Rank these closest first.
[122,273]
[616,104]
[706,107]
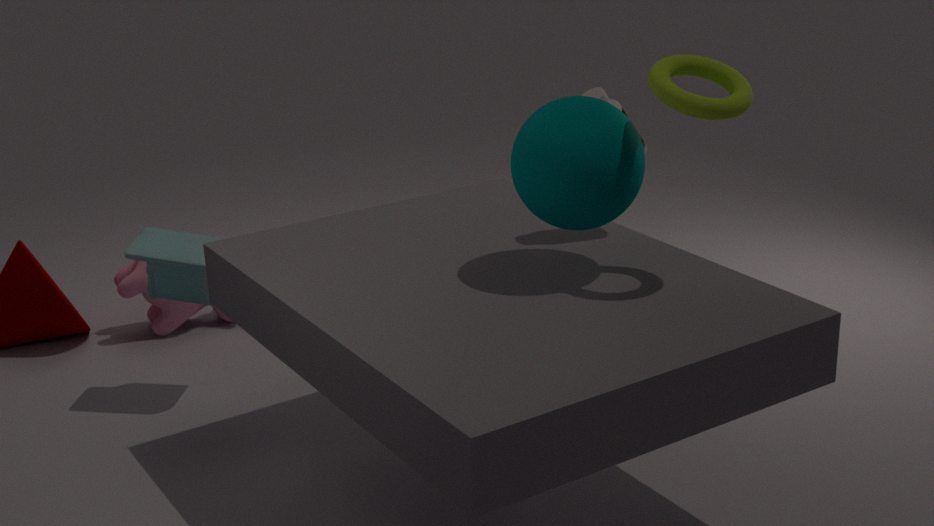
[706,107]
[616,104]
[122,273]
